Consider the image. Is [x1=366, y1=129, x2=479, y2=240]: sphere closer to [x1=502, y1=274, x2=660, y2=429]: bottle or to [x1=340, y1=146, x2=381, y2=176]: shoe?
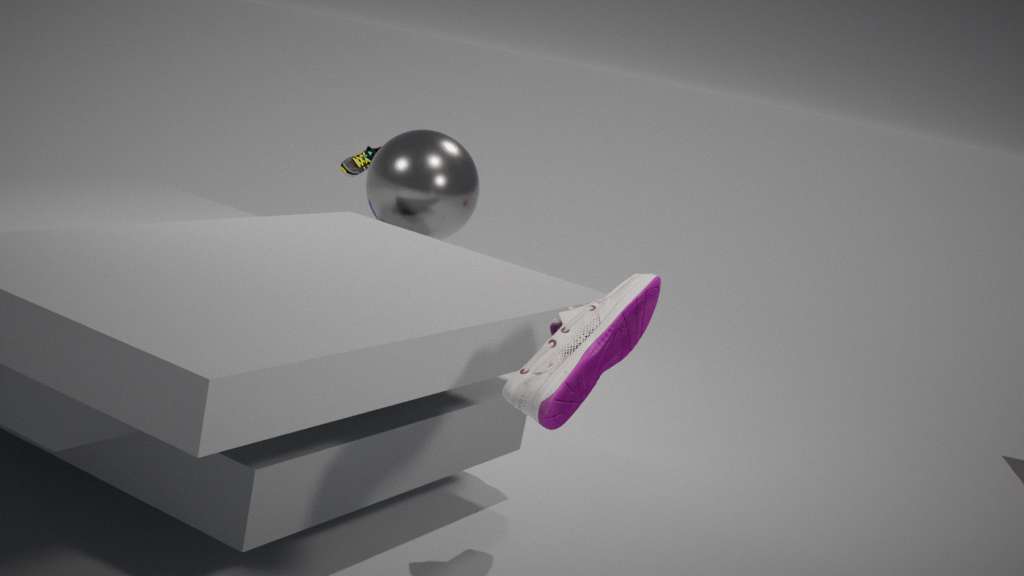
[x1=340, y1=146, x2=381, y2=176]: shoe
